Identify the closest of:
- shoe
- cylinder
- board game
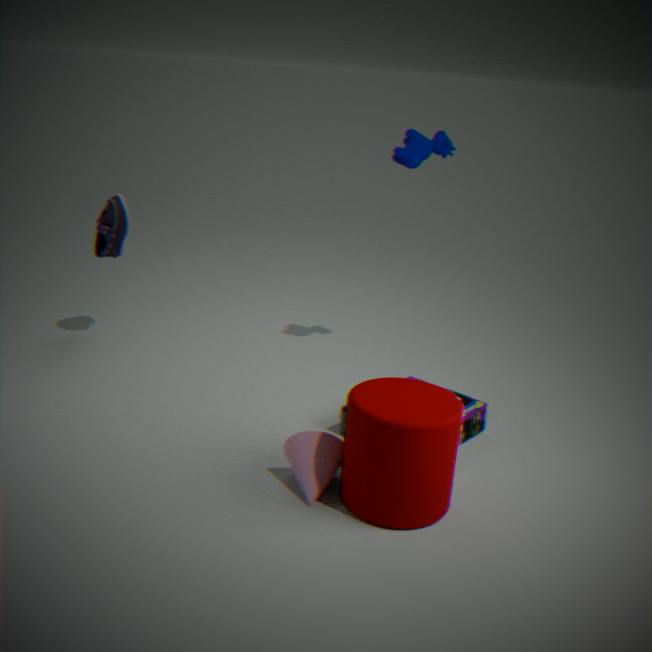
cylinder
